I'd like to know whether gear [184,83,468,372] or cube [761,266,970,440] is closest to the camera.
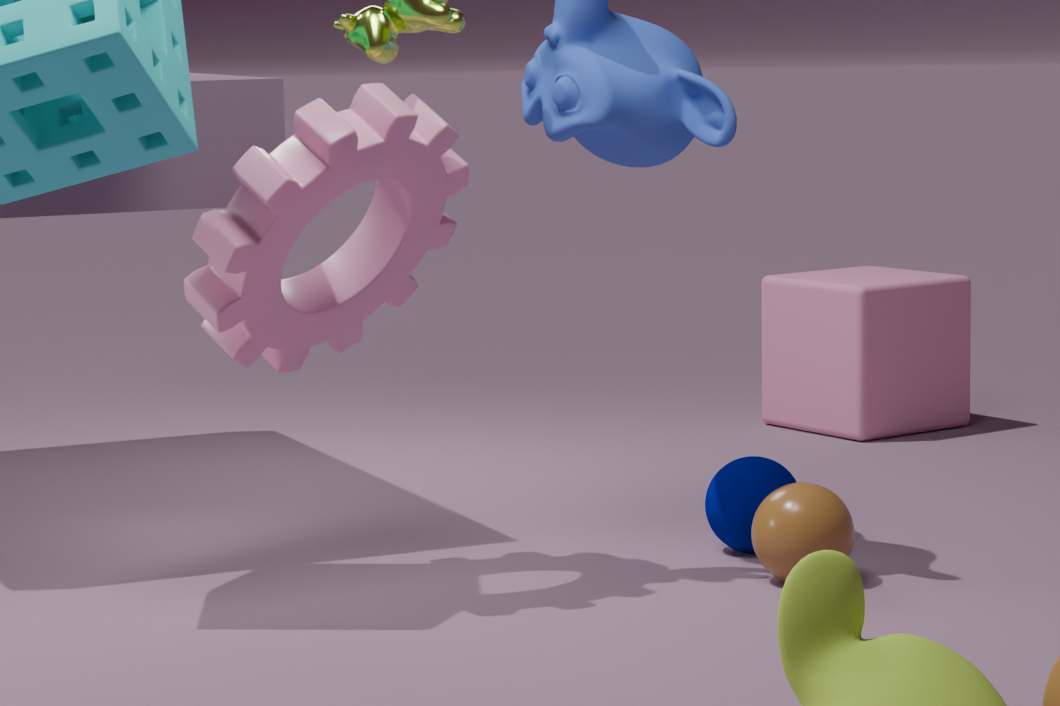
gear [184,83,468,372]
